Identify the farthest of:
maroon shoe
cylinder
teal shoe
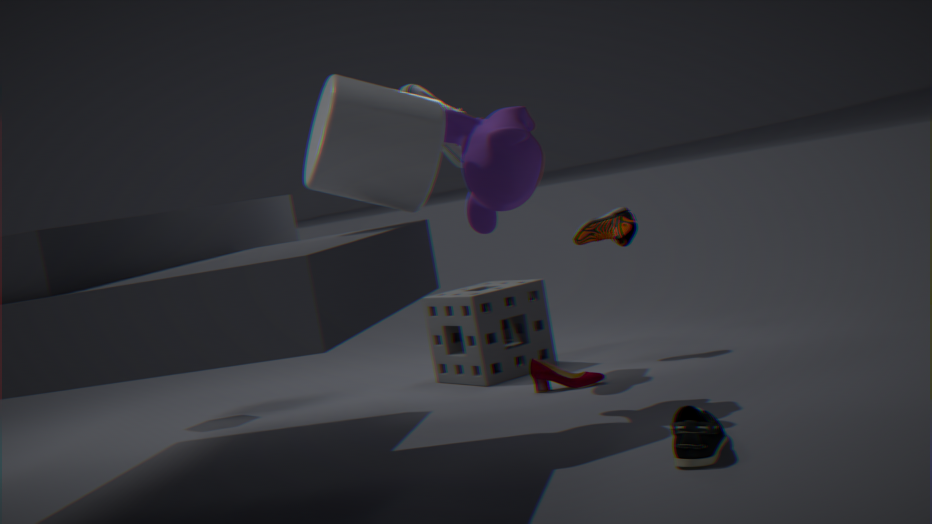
maroon shoe
